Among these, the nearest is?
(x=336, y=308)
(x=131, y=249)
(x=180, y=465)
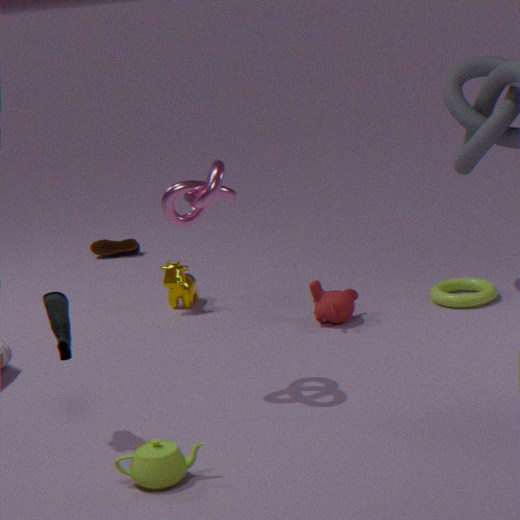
(x=180, y=465)
